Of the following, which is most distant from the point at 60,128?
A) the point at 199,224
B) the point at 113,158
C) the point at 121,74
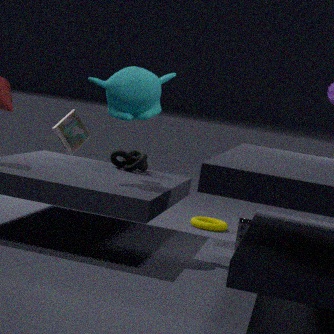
the point at 121,74
